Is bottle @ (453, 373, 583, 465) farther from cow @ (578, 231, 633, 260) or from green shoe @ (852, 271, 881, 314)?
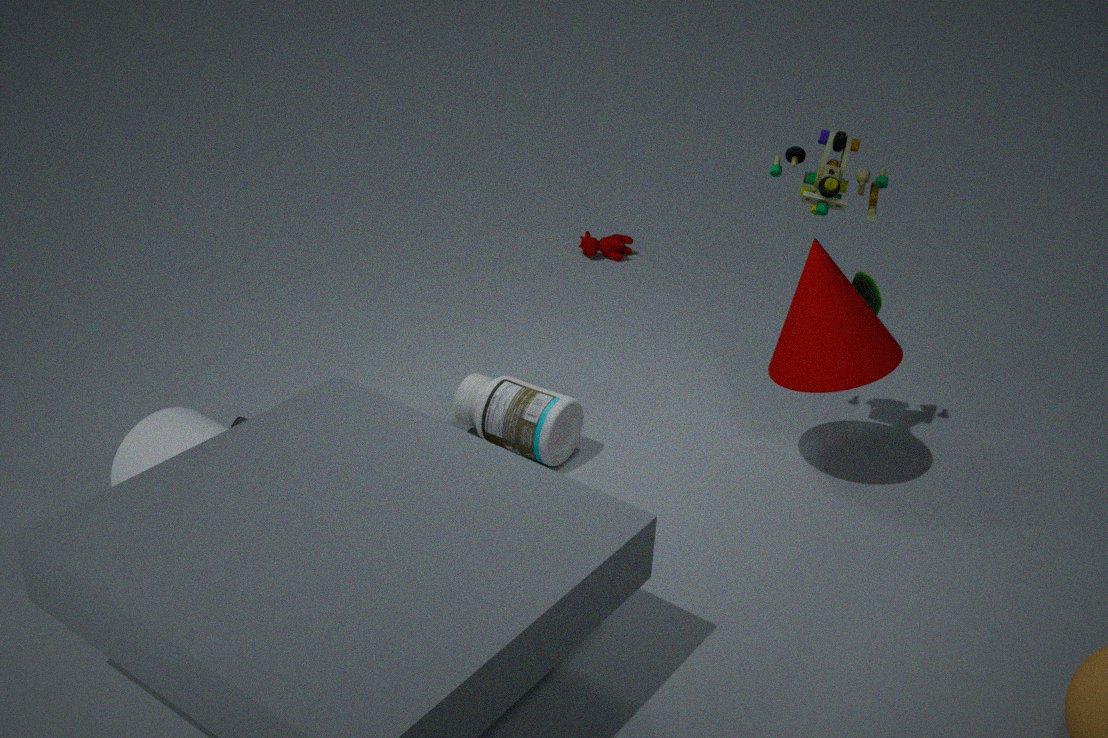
cow @ (578, 231, 633, 260)
